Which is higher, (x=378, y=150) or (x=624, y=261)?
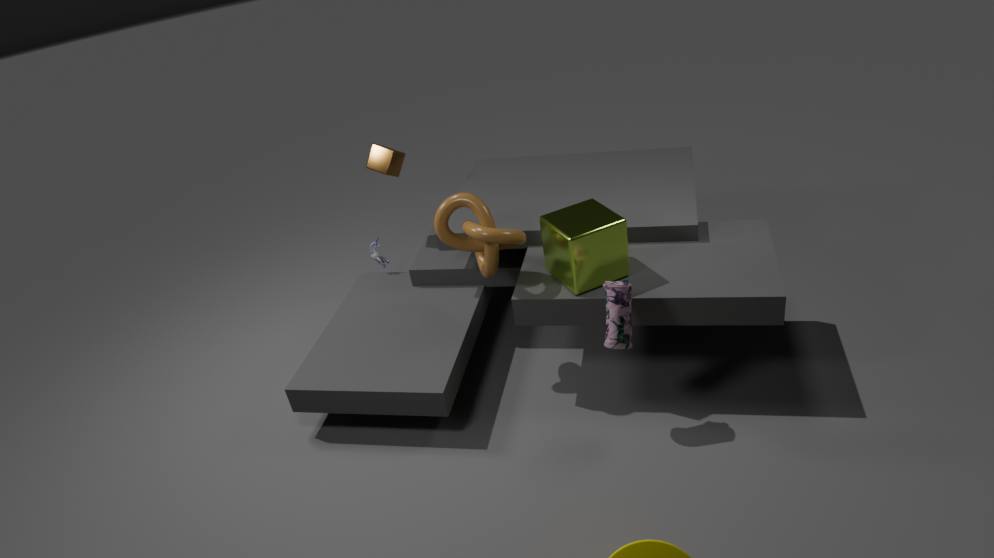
(x=378, y=150)
